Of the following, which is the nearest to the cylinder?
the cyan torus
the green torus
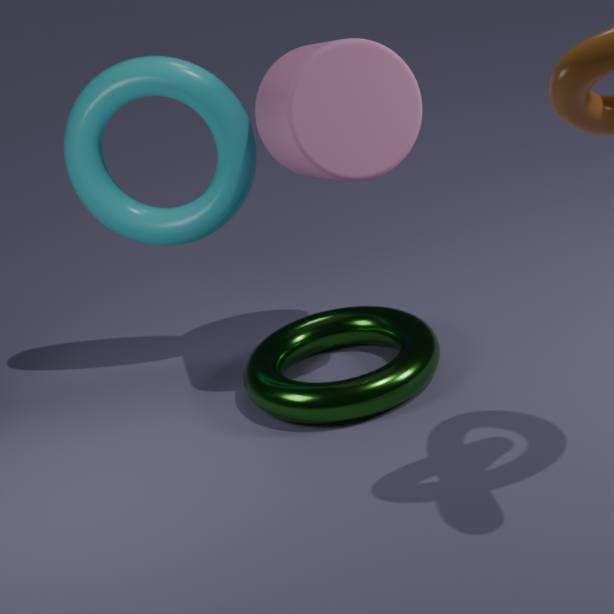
the cyan torus
